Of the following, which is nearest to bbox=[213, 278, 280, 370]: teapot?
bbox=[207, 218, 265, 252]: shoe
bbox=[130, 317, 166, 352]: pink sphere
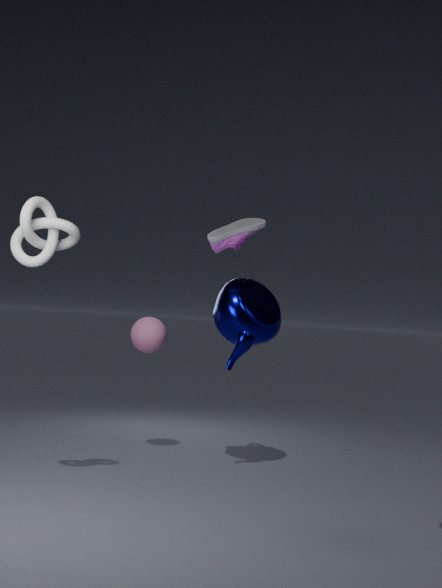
bbox=[207, 218, 265, 252]: shoe
